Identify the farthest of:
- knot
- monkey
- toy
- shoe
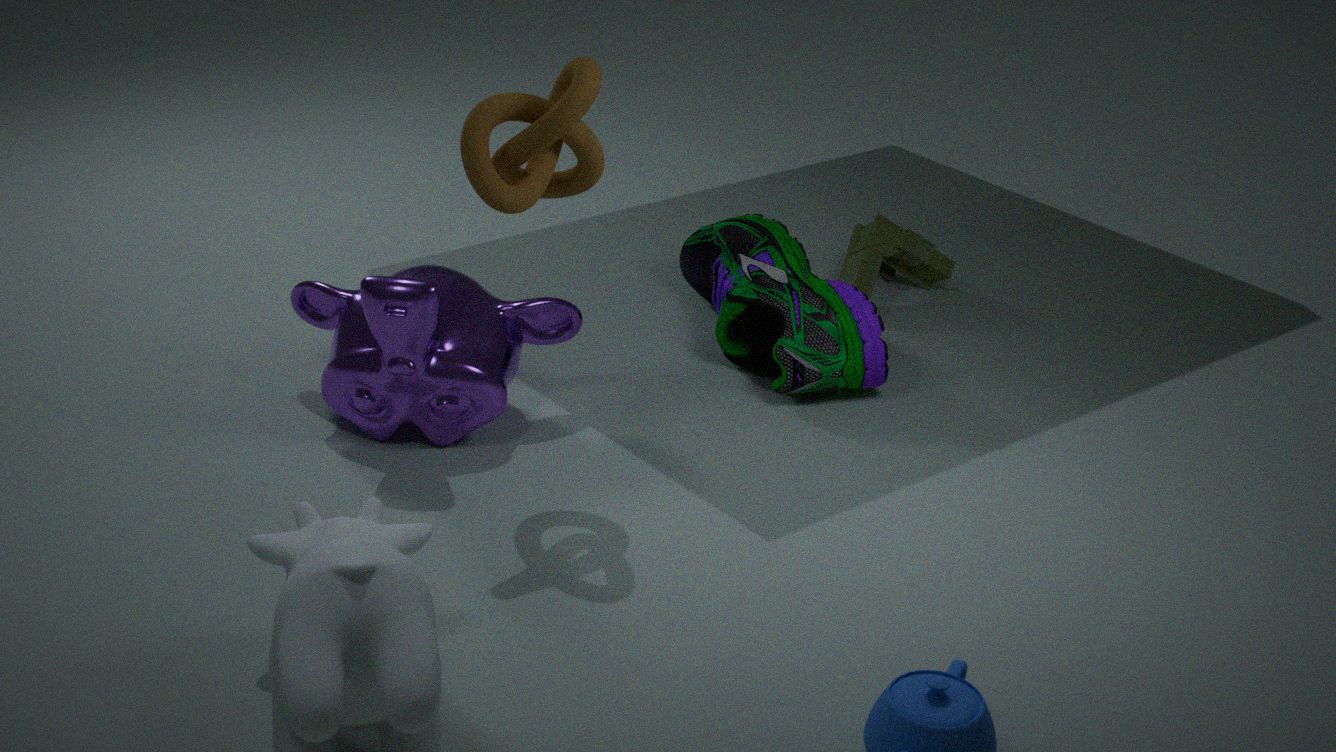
toy
